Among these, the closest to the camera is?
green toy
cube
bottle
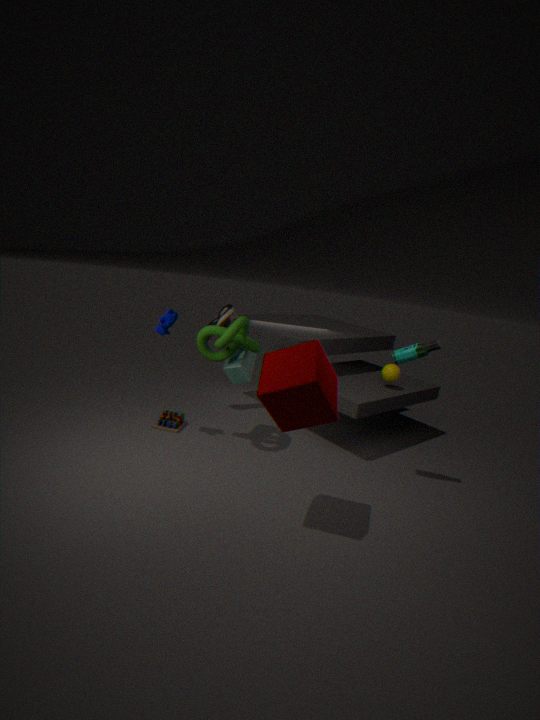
cube
